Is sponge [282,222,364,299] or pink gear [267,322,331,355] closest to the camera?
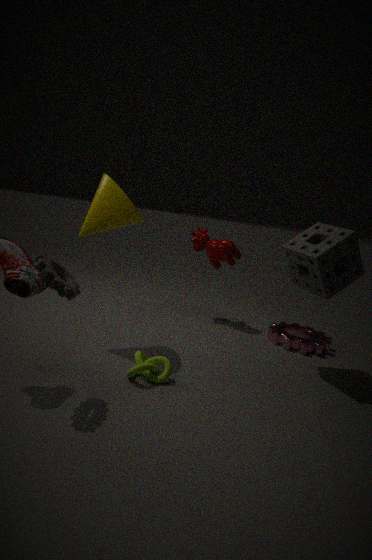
sponge [282,222,364,299]
